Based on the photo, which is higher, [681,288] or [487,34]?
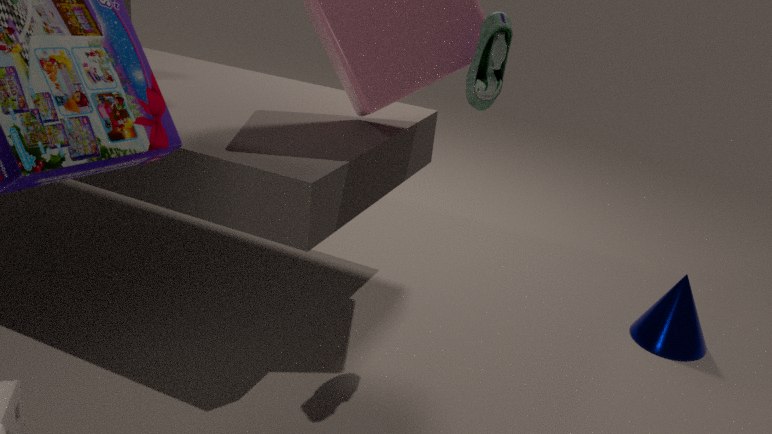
[487,34]
